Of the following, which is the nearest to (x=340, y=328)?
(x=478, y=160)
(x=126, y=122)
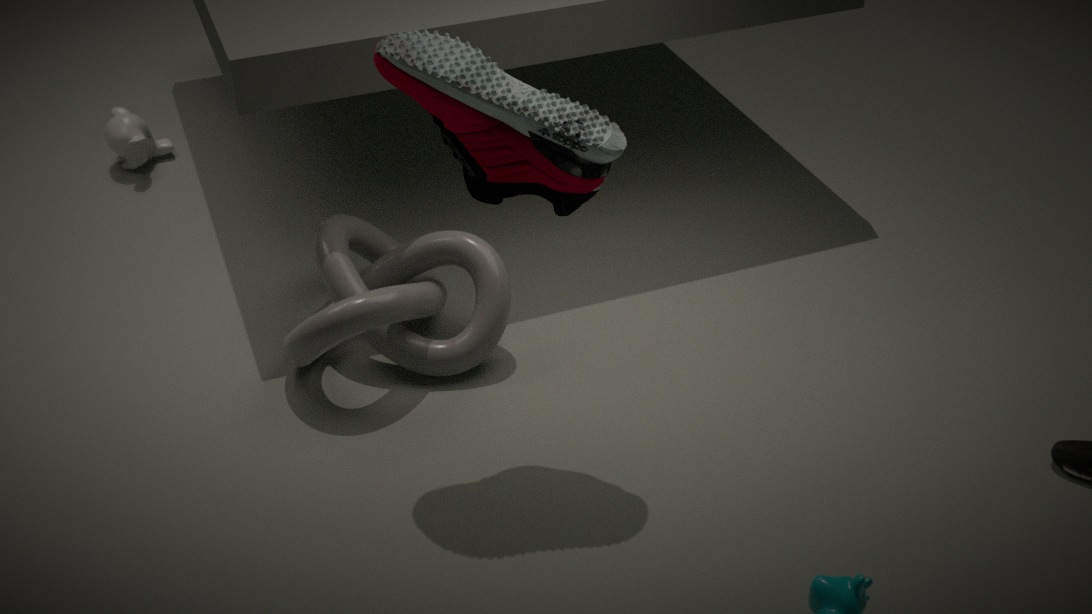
(x=478, y=160)
